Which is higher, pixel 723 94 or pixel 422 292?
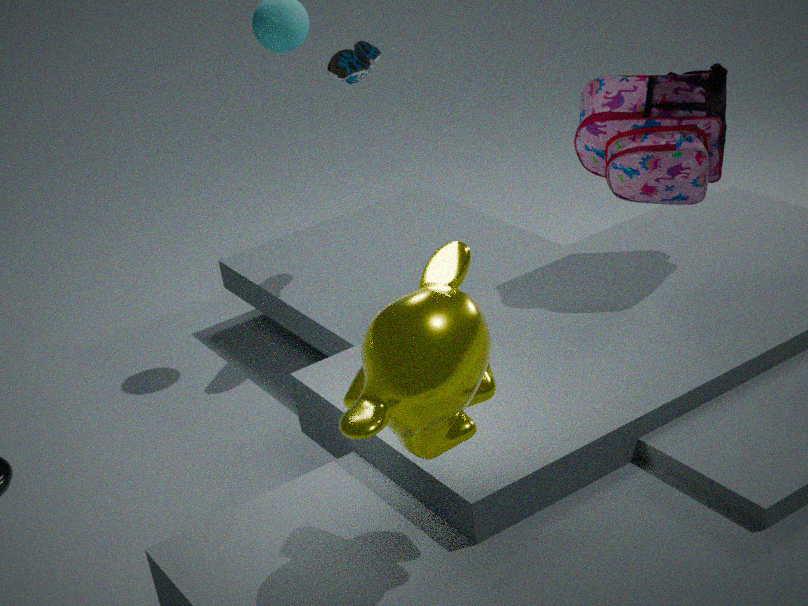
pixel 723 94
